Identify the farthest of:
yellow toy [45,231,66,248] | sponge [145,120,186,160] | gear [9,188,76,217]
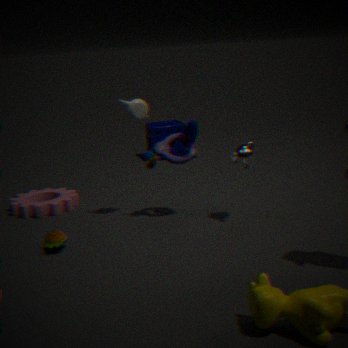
sponge [145,120,186,160]
